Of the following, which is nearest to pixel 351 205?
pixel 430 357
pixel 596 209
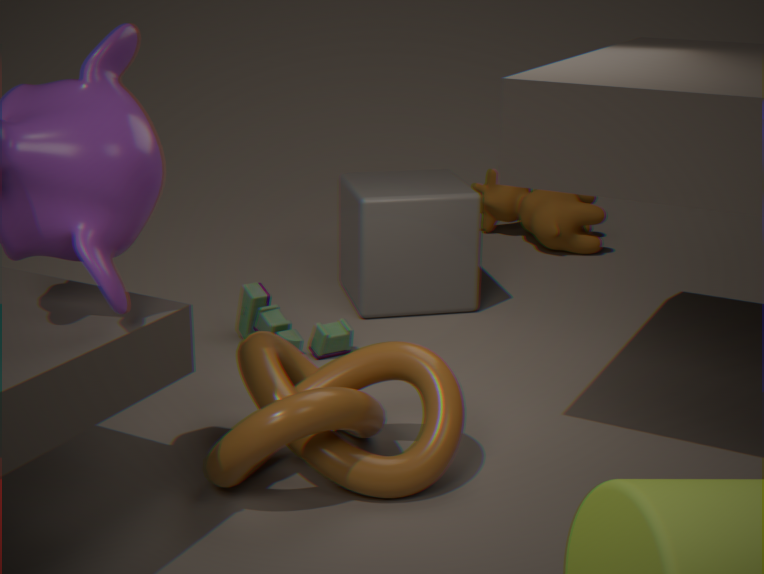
pixel 596 209
